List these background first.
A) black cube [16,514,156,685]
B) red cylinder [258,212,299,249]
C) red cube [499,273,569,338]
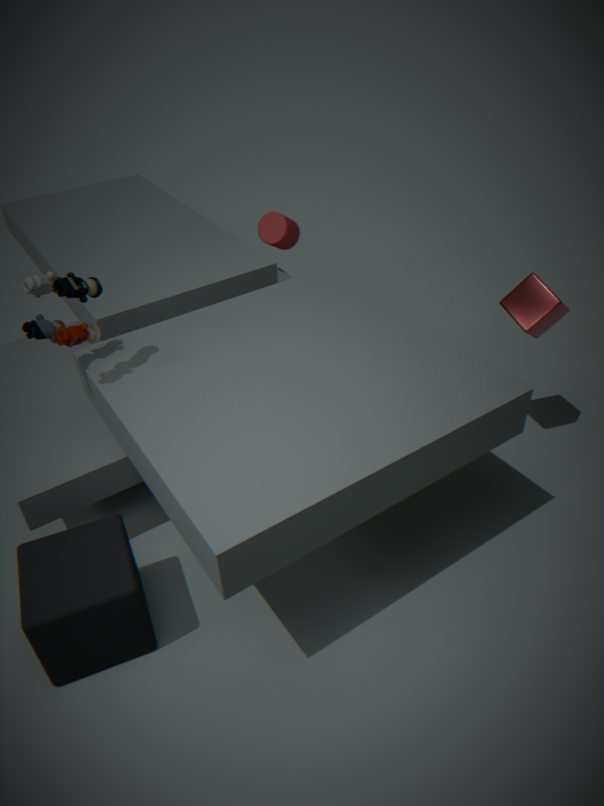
1. red cylinder [258,212,299,249]
2. red cube [499,273,569,338]
3. black cube [16,514,156,685]
